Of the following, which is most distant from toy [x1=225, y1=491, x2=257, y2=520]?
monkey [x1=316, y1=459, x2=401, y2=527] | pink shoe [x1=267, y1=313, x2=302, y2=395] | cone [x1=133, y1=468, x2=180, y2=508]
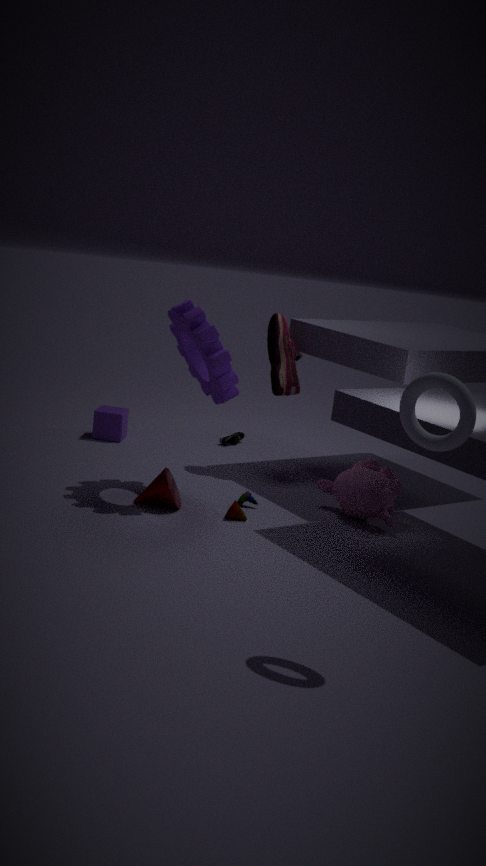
pink shoe [x1=267, y1=313, x2=302, y2=395]
